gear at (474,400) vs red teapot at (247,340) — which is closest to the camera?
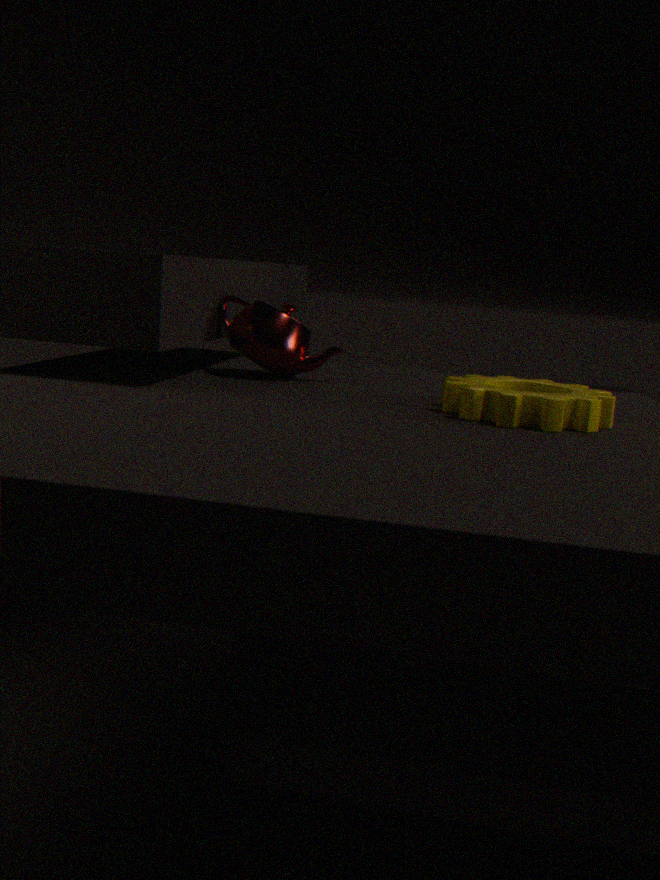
gear at (474,400)
